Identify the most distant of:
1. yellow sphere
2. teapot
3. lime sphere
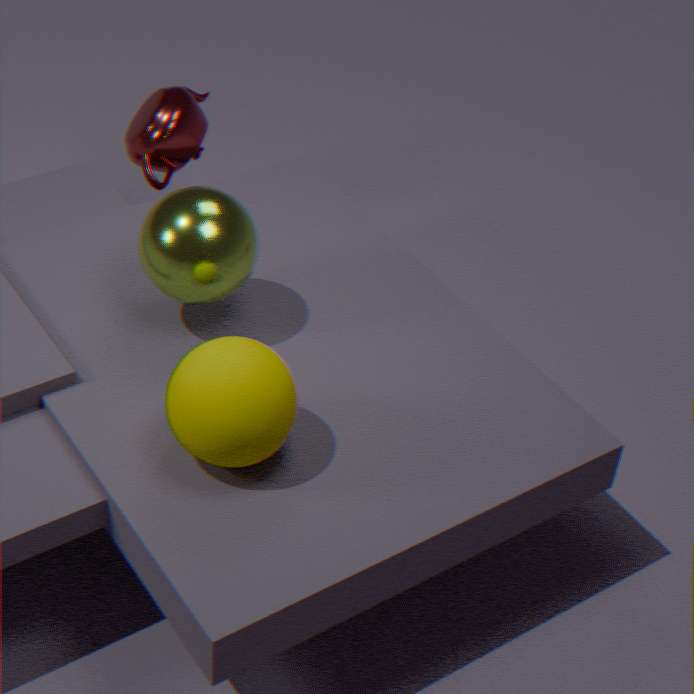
teapot
